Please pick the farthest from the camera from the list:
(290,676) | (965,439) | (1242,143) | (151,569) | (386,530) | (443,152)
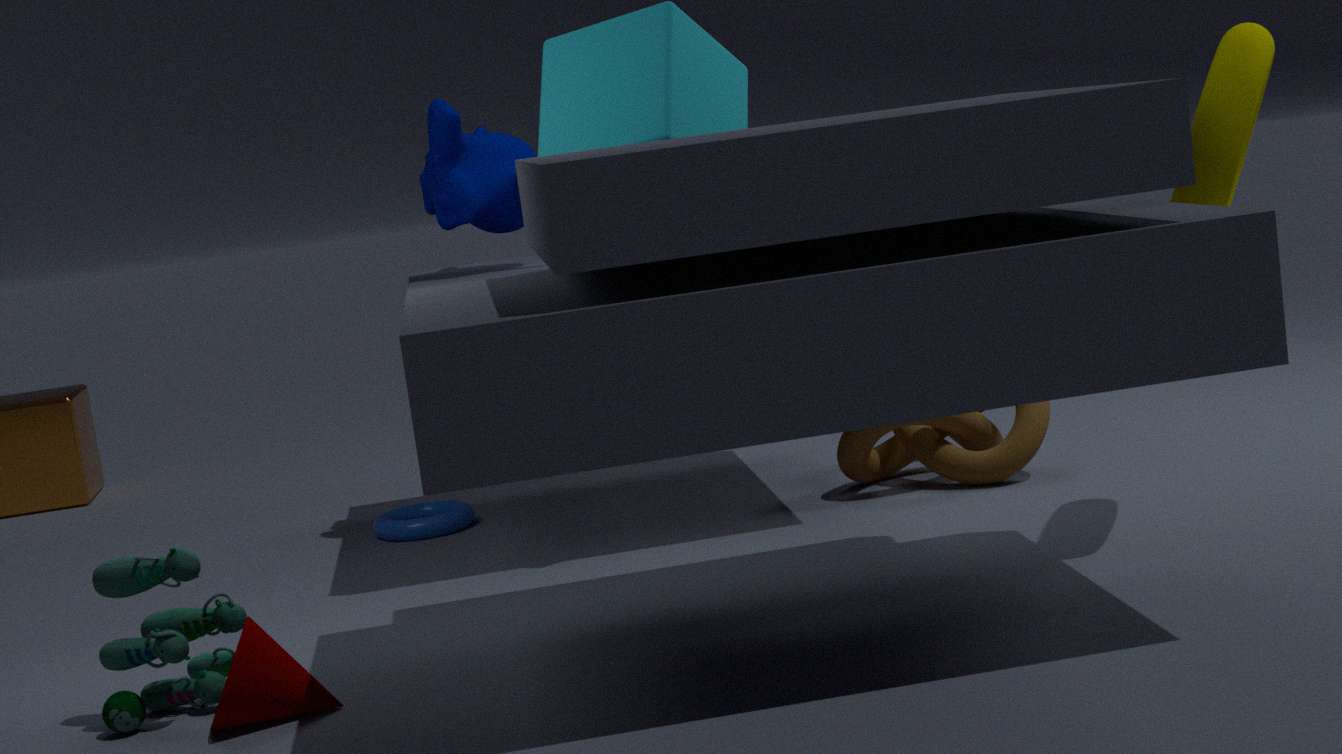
(386,530)
